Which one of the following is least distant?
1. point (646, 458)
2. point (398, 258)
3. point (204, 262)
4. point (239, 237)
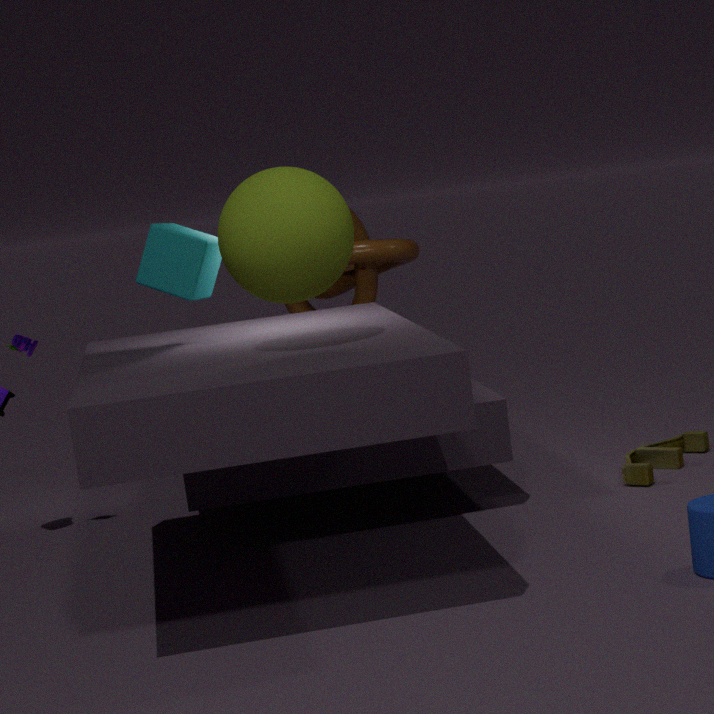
point (239, 237)
